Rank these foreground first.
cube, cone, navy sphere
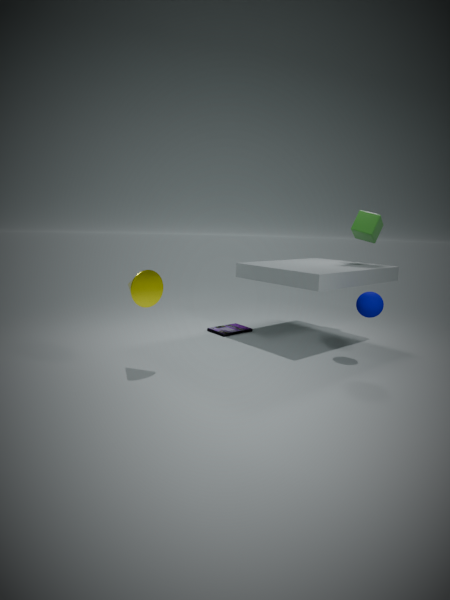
cone
navy sphere
cube
